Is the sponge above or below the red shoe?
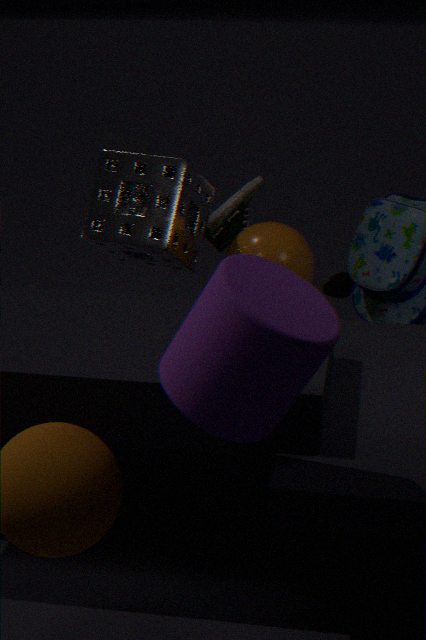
above
